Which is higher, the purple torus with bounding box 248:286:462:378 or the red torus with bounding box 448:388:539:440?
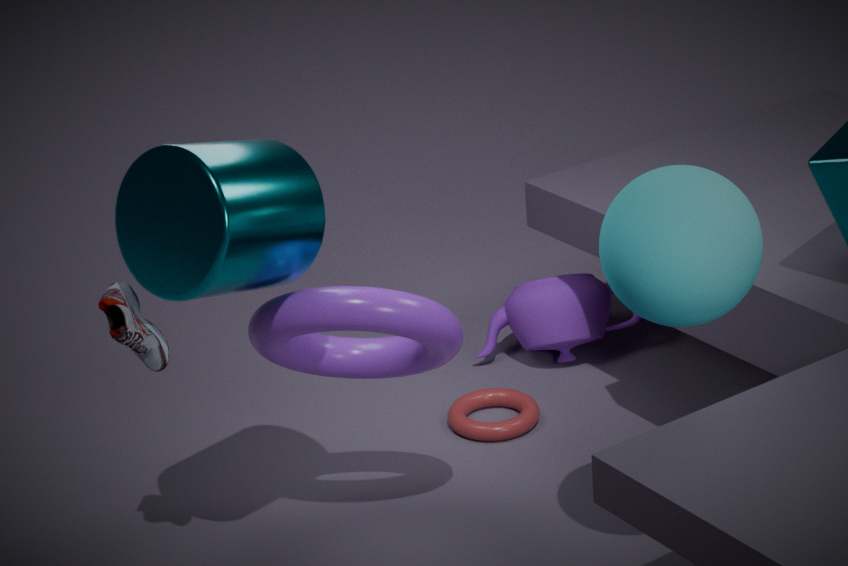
the purple torus with bounding box 248:286:462:378
